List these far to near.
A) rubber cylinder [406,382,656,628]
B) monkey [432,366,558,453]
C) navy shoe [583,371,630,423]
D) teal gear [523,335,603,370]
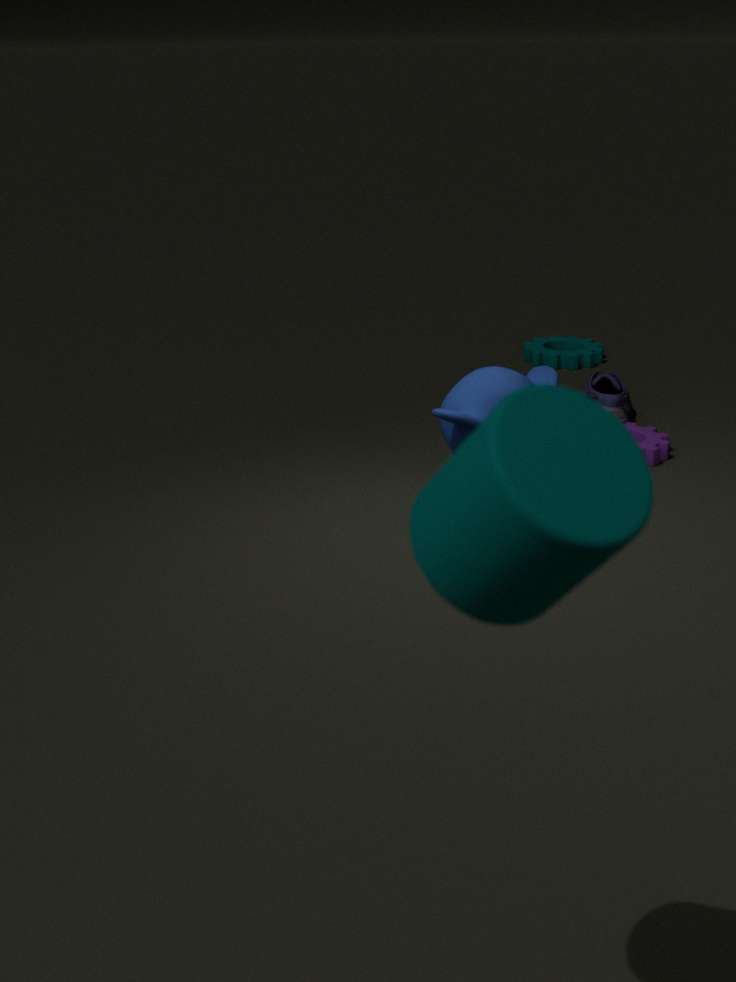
teal gear [523,335,603,370], navy shoe [583,371,630,423], monkey [432,366,558,453], rubber cylinder [406,382,656,628]
